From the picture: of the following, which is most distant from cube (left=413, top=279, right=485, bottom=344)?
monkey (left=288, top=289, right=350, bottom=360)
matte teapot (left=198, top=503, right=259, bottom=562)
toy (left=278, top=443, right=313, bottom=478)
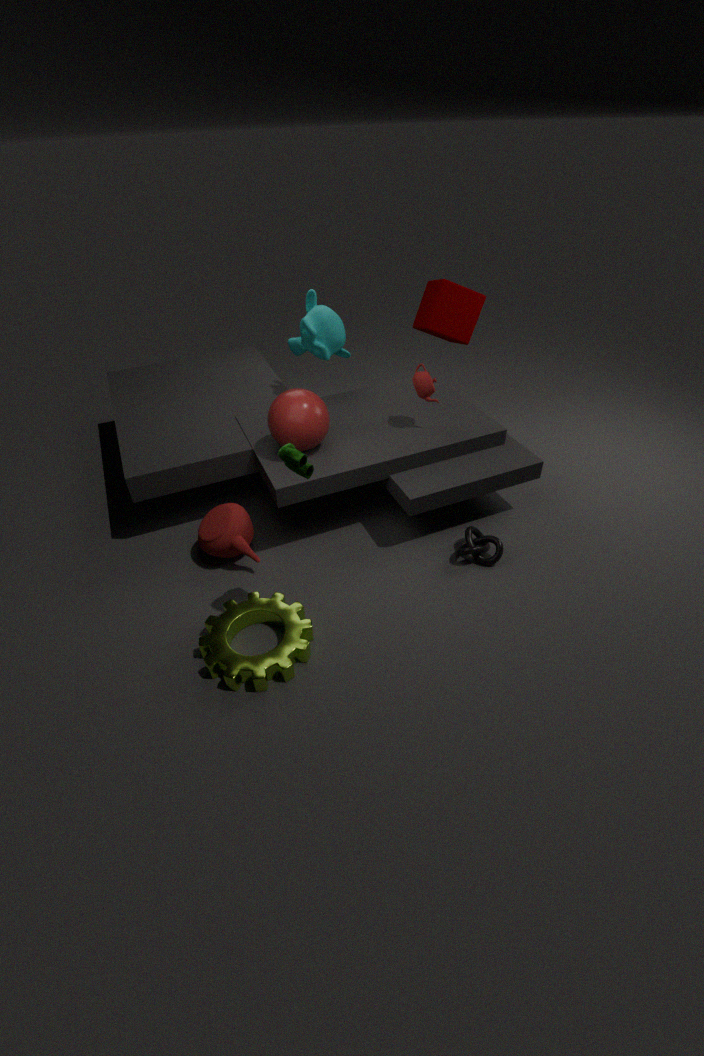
toy (left=278, top=443, right=313, bottom=478)
